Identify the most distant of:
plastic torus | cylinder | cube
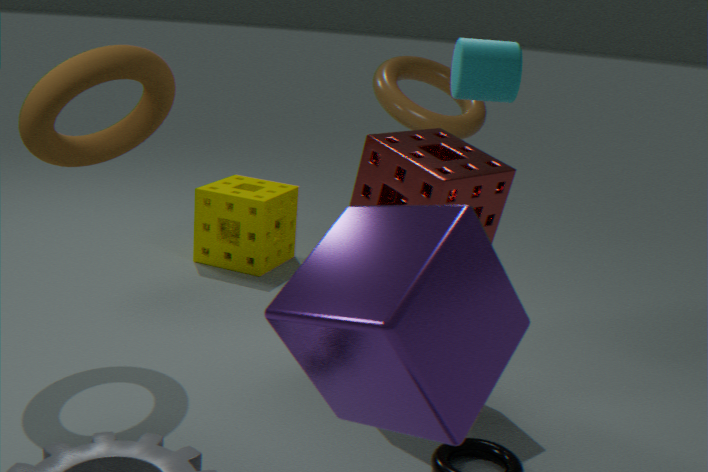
plastic torus
